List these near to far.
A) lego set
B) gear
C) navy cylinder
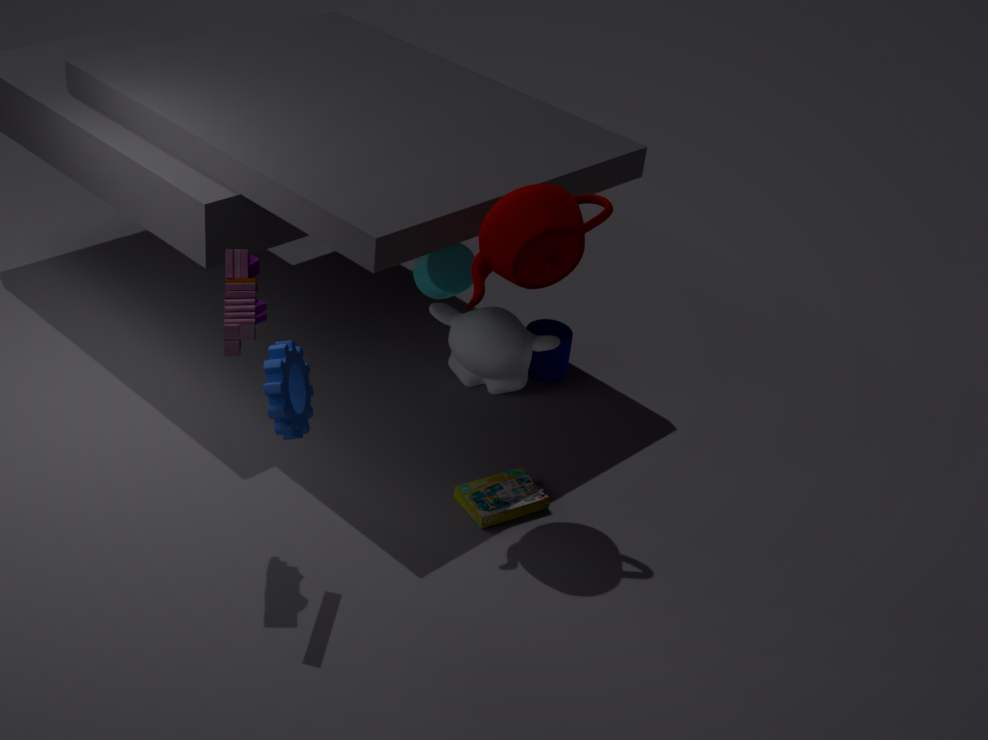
gear, lego set, navy cylinder
